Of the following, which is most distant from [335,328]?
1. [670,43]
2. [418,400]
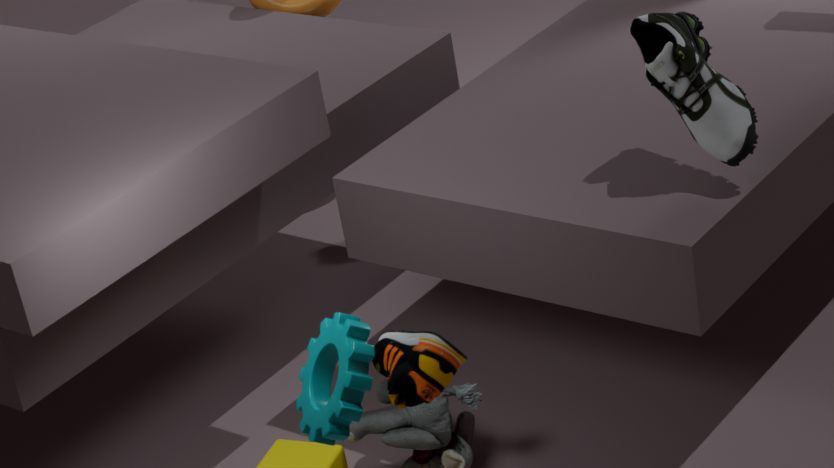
[670,43]
